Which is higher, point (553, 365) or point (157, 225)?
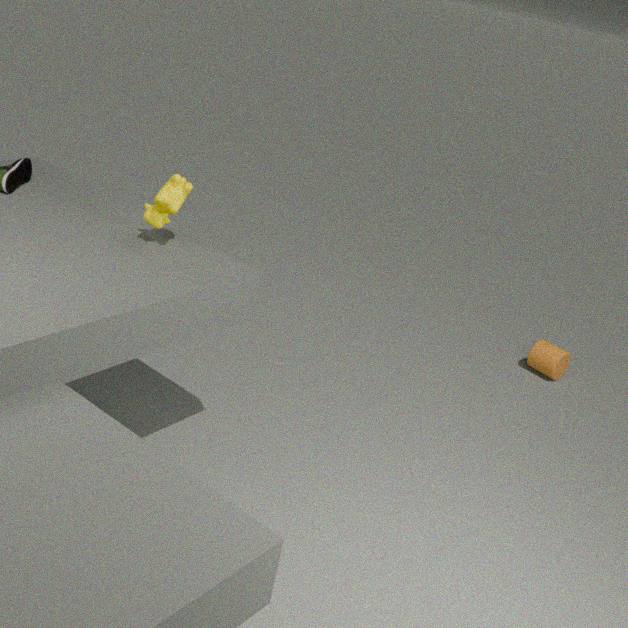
point (157, 225)
